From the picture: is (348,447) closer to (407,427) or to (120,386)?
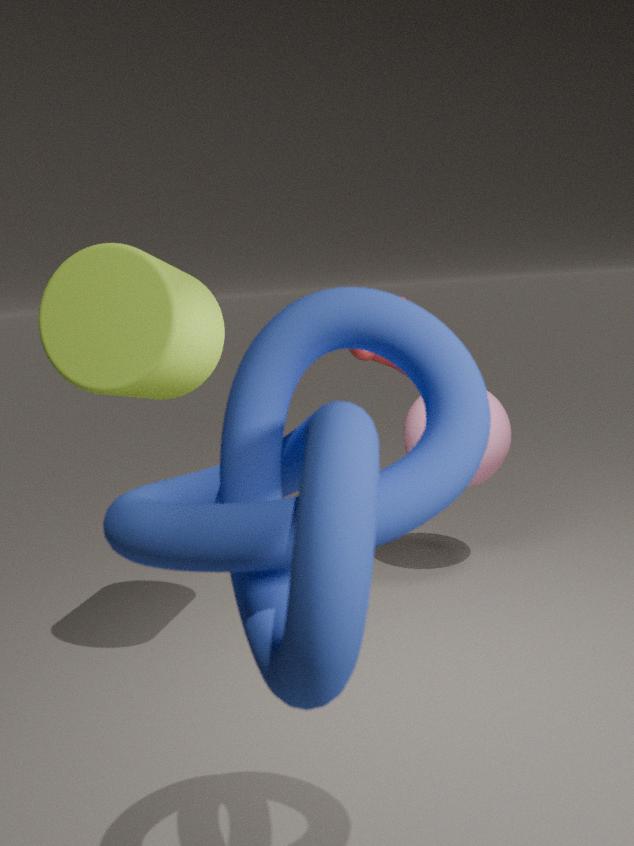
(120,386)
